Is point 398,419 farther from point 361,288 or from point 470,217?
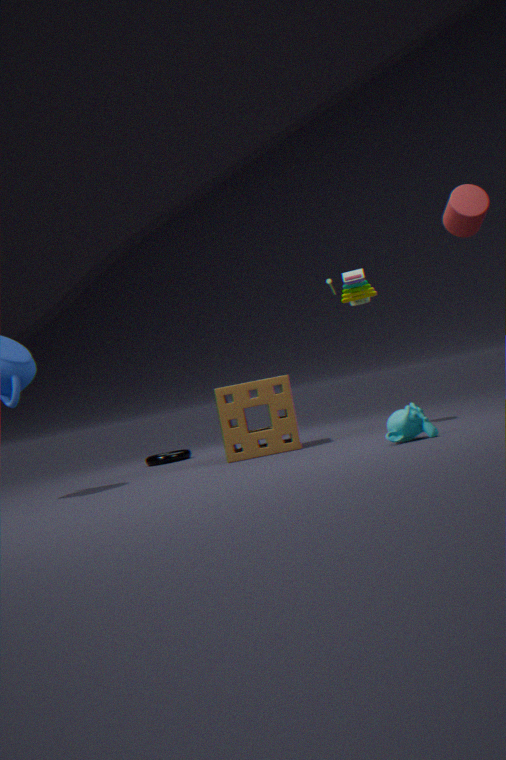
point 470,217
